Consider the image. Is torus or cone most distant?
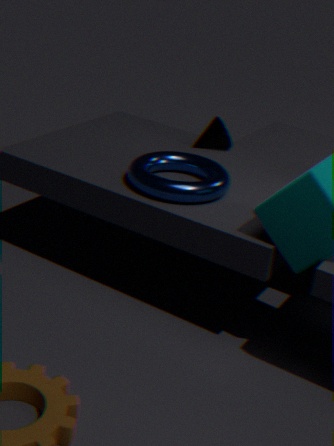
cone
